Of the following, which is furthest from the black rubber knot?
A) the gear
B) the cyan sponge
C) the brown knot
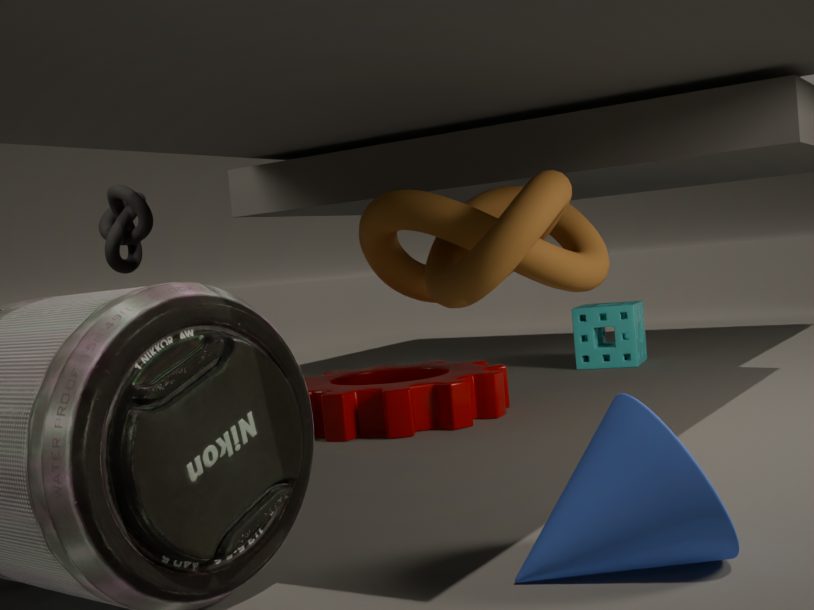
the cyan sponge
